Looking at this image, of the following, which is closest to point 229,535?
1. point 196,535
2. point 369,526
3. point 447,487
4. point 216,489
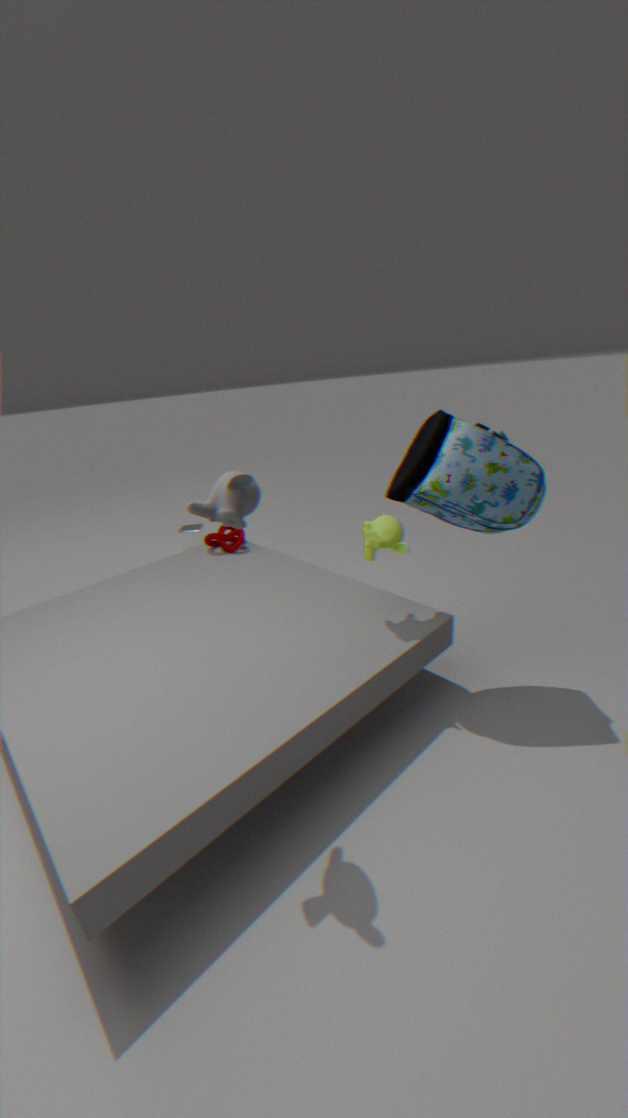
point 196,535
